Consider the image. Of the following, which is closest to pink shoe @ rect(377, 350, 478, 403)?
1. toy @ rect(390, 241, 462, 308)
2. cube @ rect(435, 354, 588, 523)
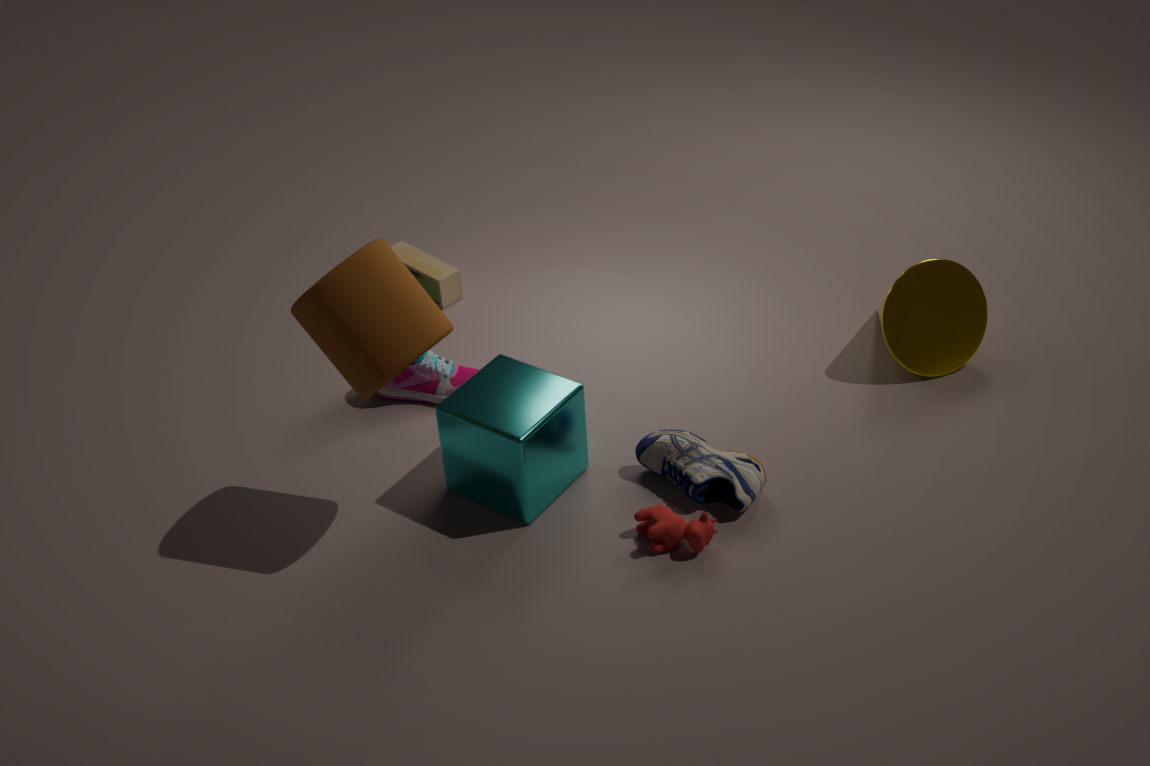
cube @ rect(435, 354, 588, 523)
